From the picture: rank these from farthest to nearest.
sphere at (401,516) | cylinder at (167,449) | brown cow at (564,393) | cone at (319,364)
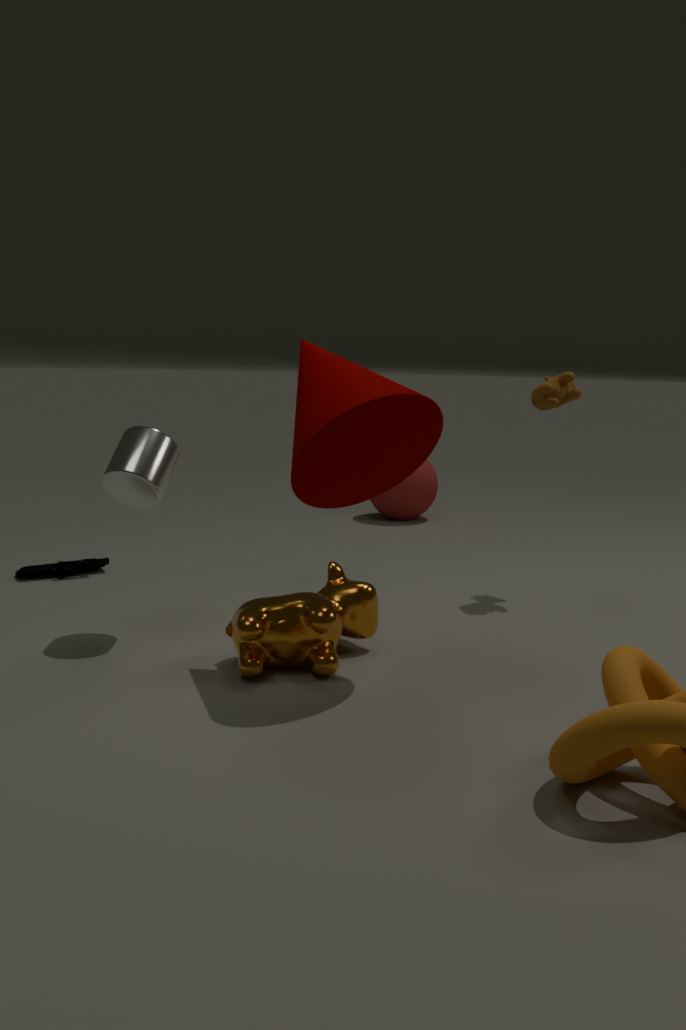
sphere at (401,516)
brown cow at (564,393)
cylinder at (167,449)
cone at (319,364)
